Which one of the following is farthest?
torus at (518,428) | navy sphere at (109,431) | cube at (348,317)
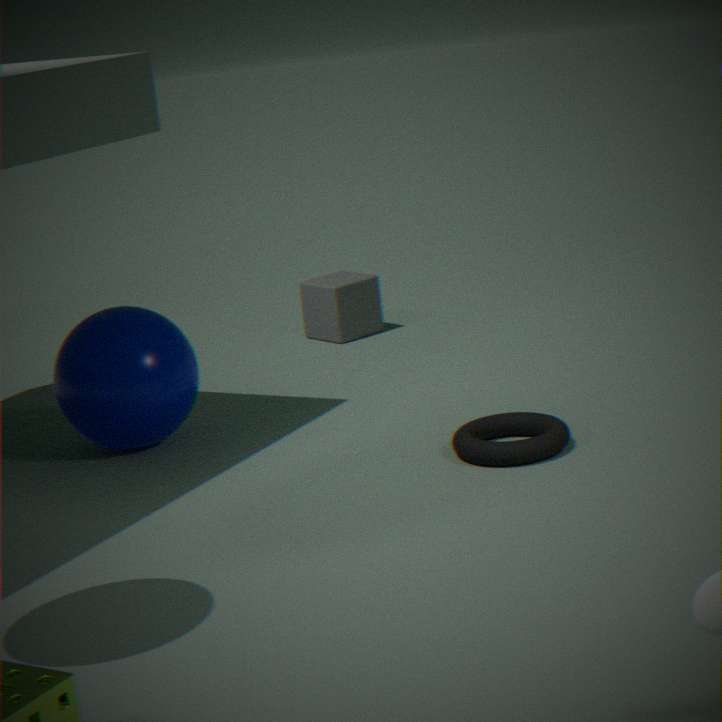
cube at (348,317)
